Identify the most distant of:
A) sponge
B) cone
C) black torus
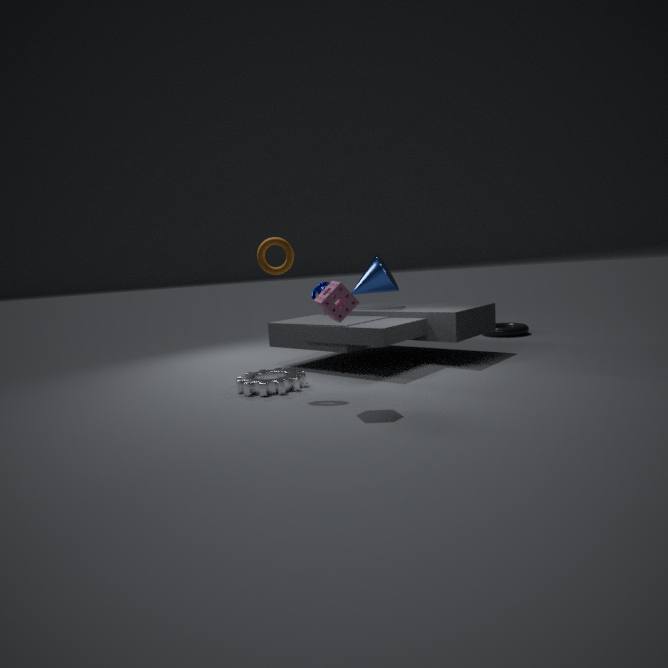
black torus
